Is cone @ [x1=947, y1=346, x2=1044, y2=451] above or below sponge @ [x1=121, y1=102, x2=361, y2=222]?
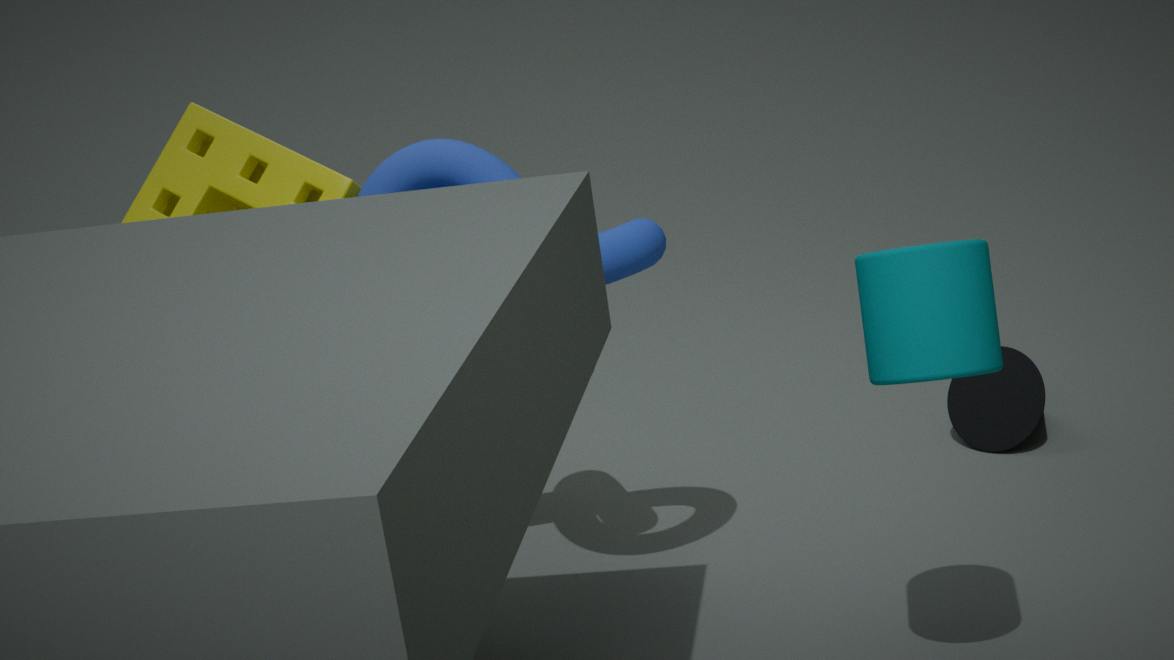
below
